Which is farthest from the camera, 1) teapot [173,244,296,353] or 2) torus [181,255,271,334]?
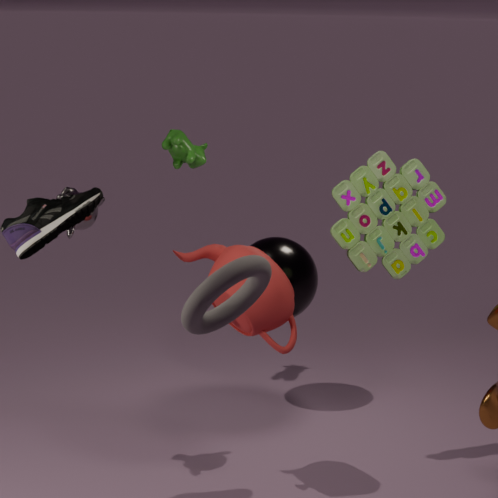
1. teapot [173,244,296,353]
